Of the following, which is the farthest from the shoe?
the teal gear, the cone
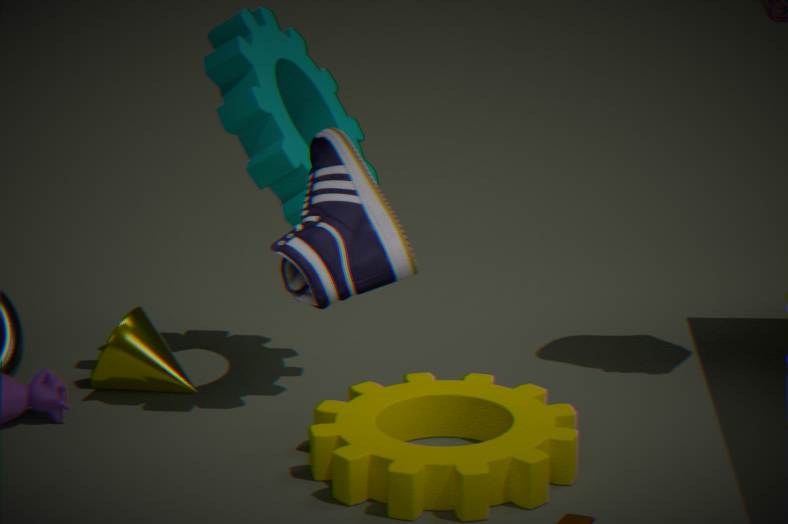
the cone
